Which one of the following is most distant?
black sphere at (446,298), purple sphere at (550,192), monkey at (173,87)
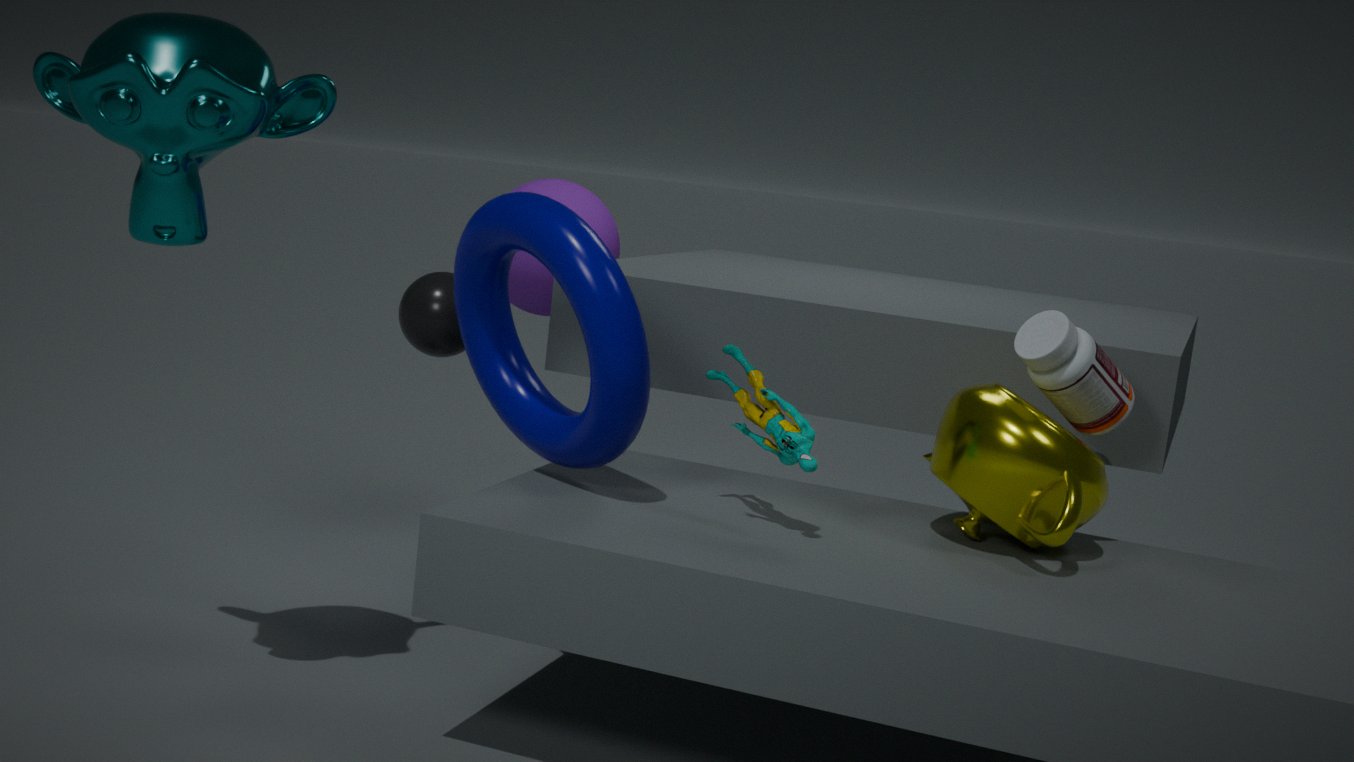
purple sphere at (550,192)
